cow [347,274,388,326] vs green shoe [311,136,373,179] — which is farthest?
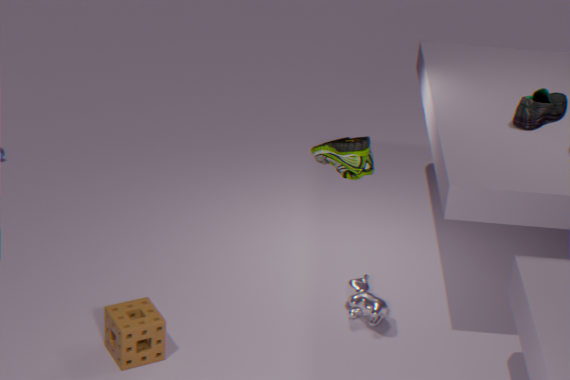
cow [347,274,388,326]
